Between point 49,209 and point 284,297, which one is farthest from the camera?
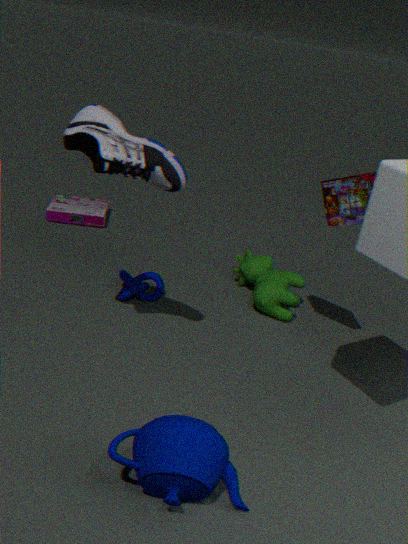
point 49,209
